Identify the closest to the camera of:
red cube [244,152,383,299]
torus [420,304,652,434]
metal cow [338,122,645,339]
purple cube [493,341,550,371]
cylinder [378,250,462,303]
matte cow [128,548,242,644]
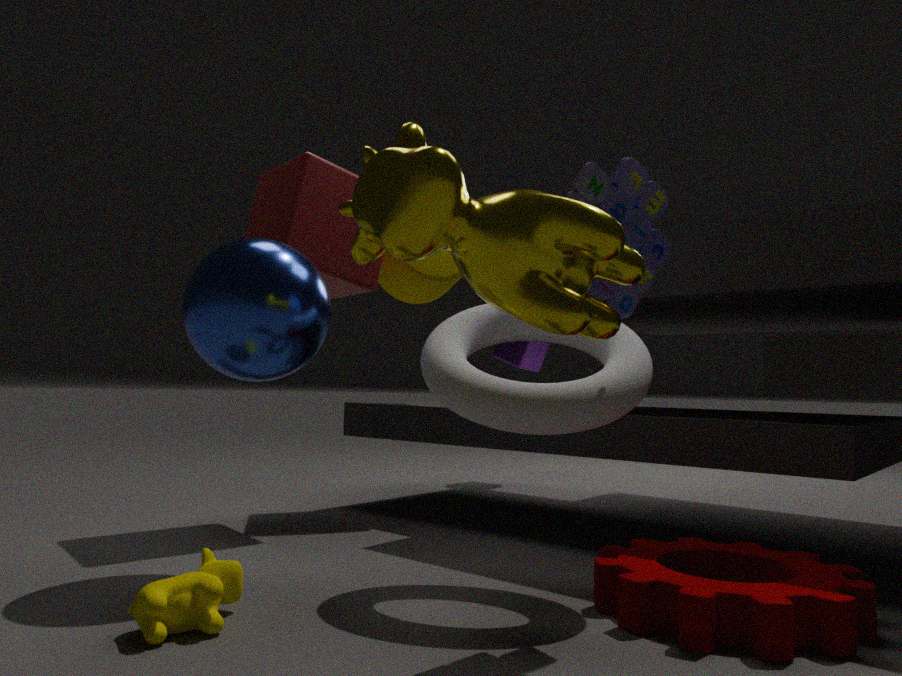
metal cow [338,122,645,339]
